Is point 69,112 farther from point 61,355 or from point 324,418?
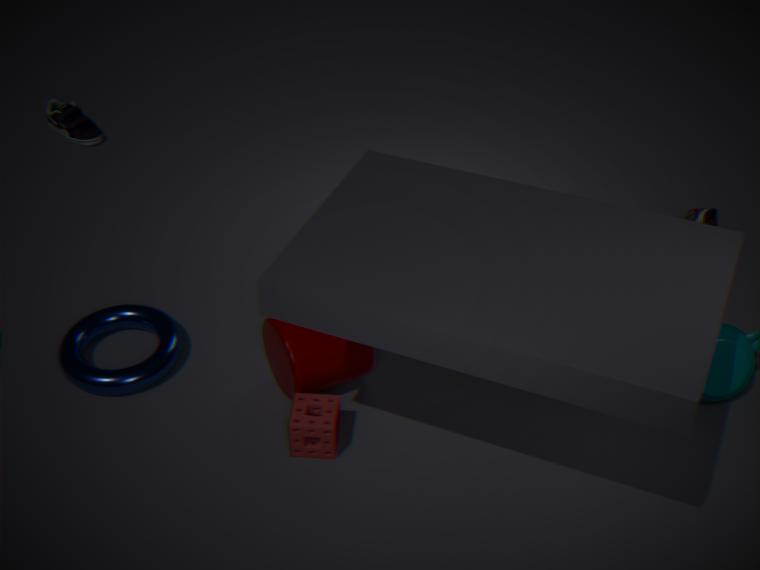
point 324,418
